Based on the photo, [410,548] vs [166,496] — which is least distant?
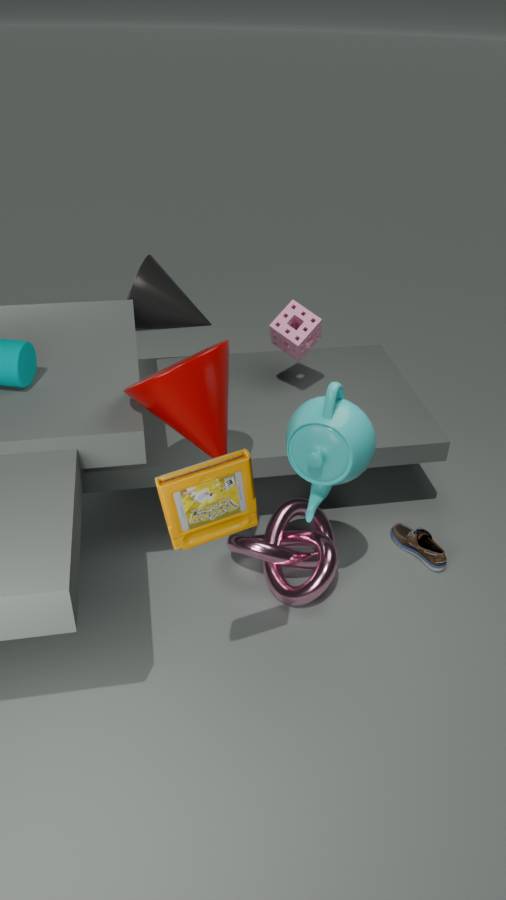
[166,496]
